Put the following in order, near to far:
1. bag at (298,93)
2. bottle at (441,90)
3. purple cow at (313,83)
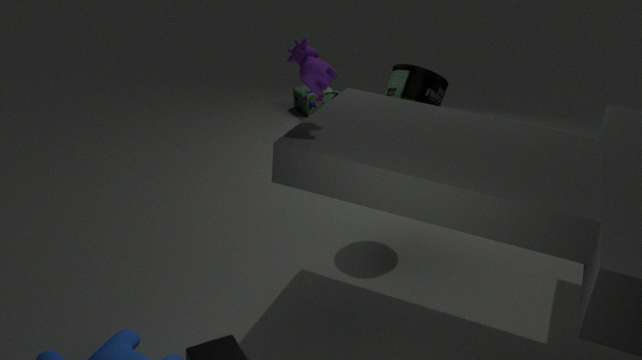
purple cow at (313,83) < bottle at (441,90) < bag at (298,93)
